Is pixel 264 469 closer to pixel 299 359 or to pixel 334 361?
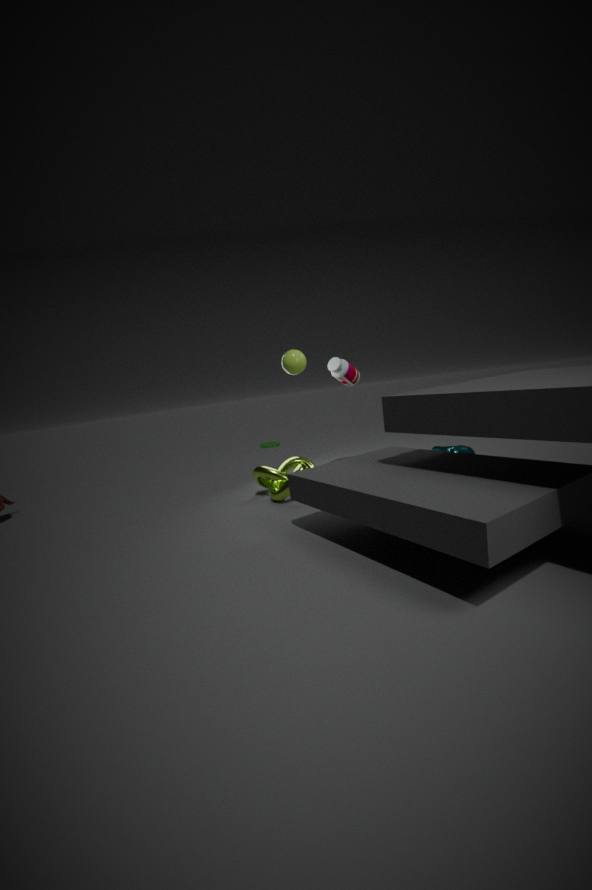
pixel 299 359
